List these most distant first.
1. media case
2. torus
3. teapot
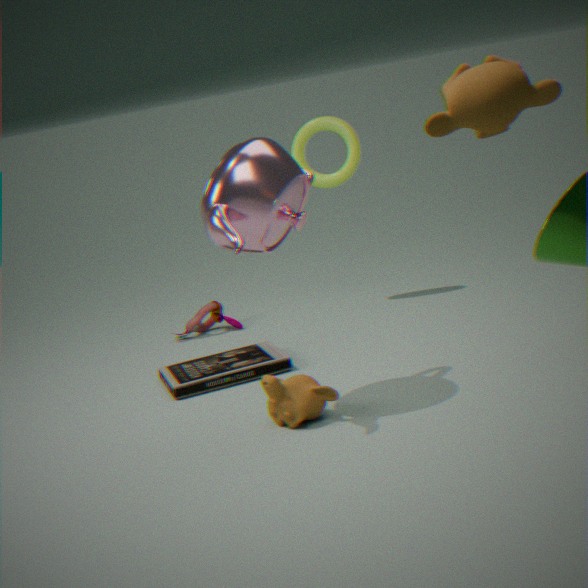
torus < media case < teapot
